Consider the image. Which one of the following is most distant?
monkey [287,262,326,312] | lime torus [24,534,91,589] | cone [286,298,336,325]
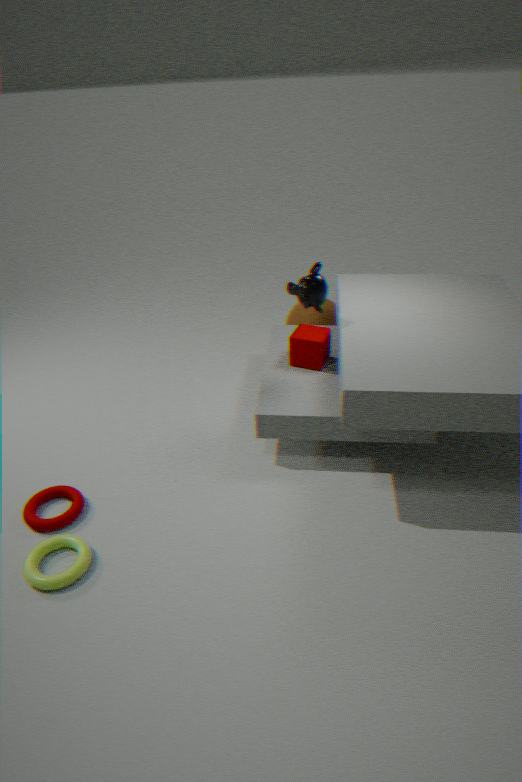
cone [286,298,336,325]
